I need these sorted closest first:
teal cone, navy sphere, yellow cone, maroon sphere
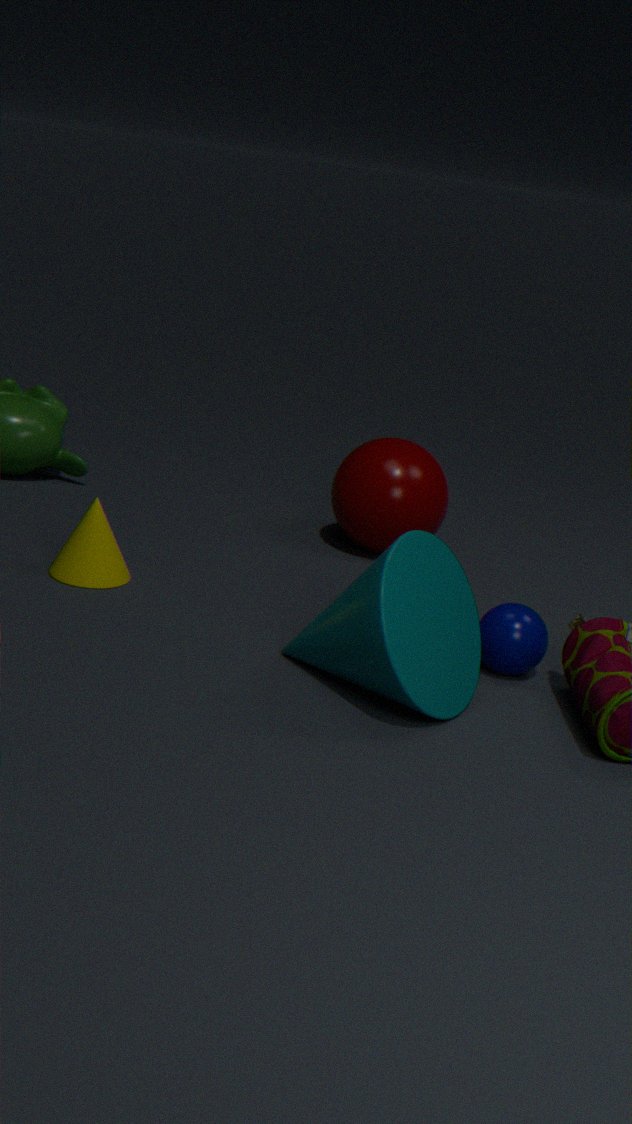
teal cone < navy sphere < yellow cone < maroon sphere
